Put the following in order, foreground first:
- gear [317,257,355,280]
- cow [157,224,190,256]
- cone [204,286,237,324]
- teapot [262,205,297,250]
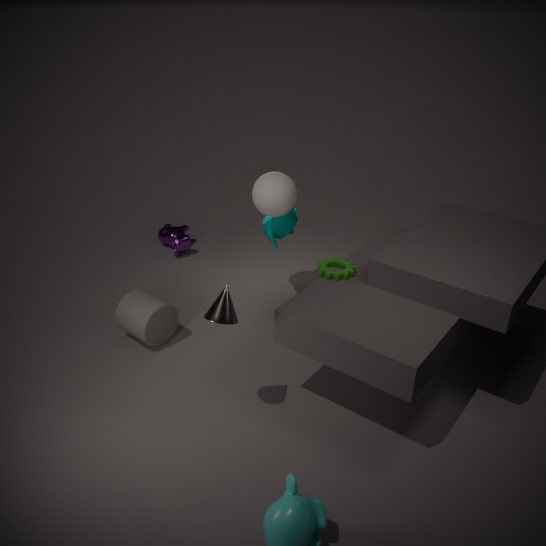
cone [204,286,237,324] → gear [317,257,355,280] → teapot [262,205,297,250] → cow [157,224,190,256]
